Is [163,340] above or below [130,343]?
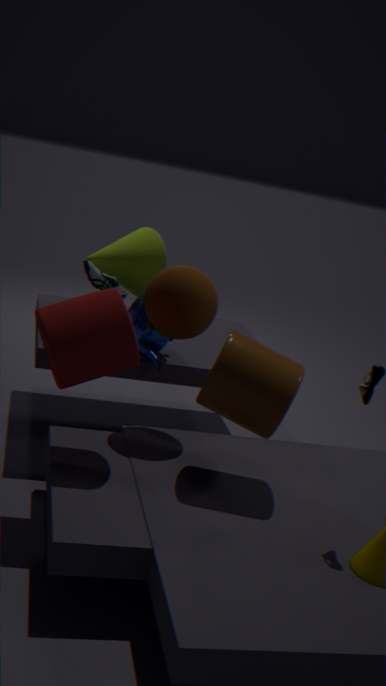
below
